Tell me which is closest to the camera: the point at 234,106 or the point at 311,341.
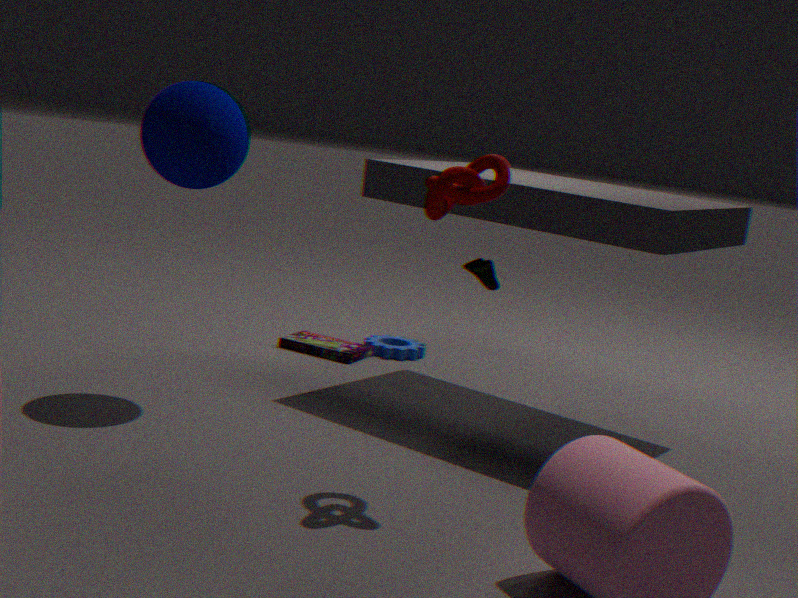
the point at 234,106
